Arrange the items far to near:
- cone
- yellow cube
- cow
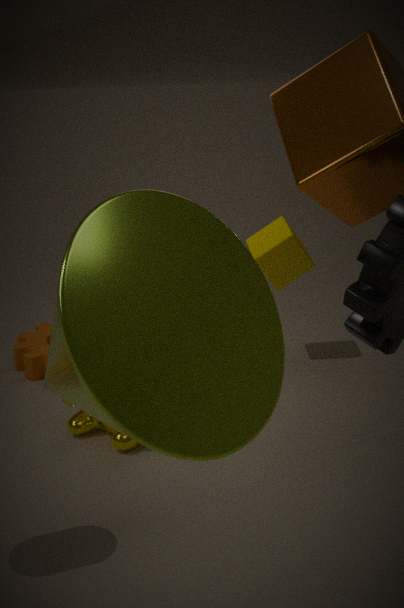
yellow cube
cow
cone
